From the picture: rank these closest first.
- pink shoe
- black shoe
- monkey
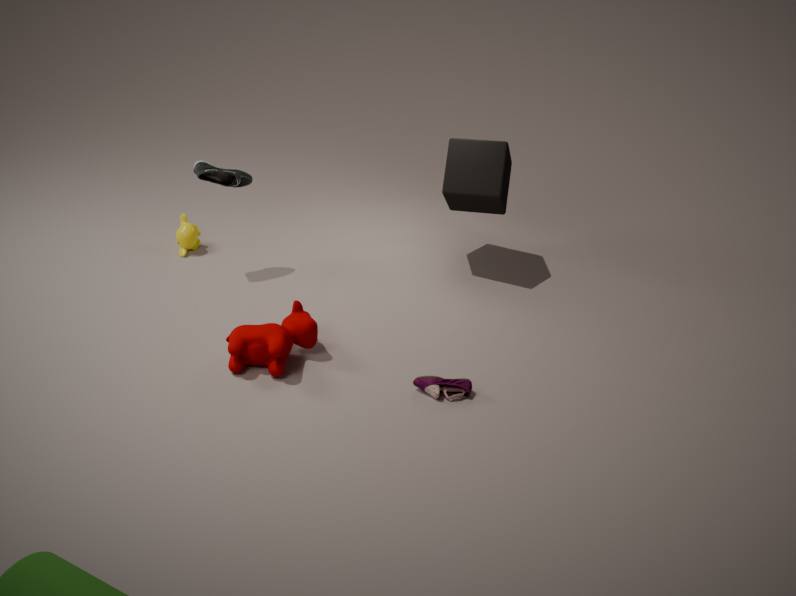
pink shoe → black shoe → monkey
